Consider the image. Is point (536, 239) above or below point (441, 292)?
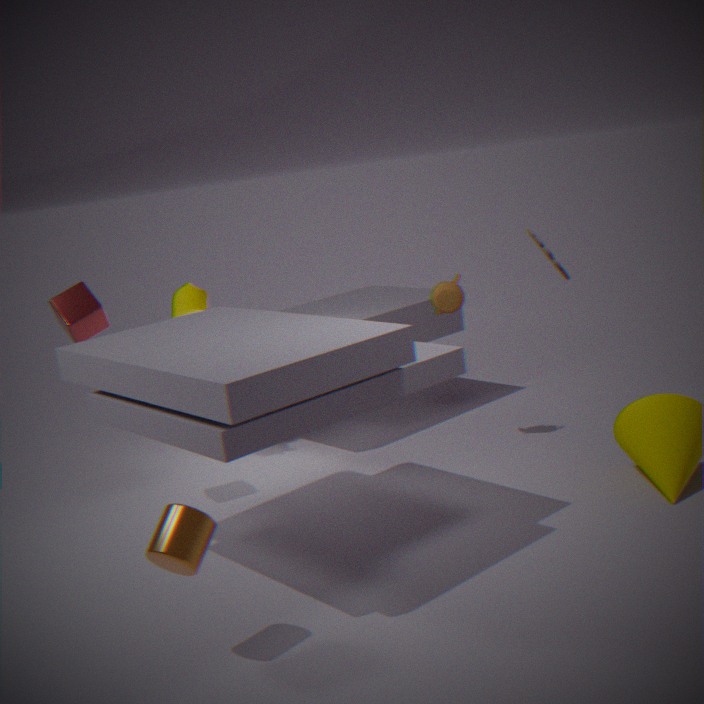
above
